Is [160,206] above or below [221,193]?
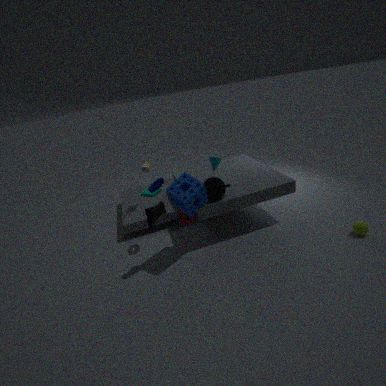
below
